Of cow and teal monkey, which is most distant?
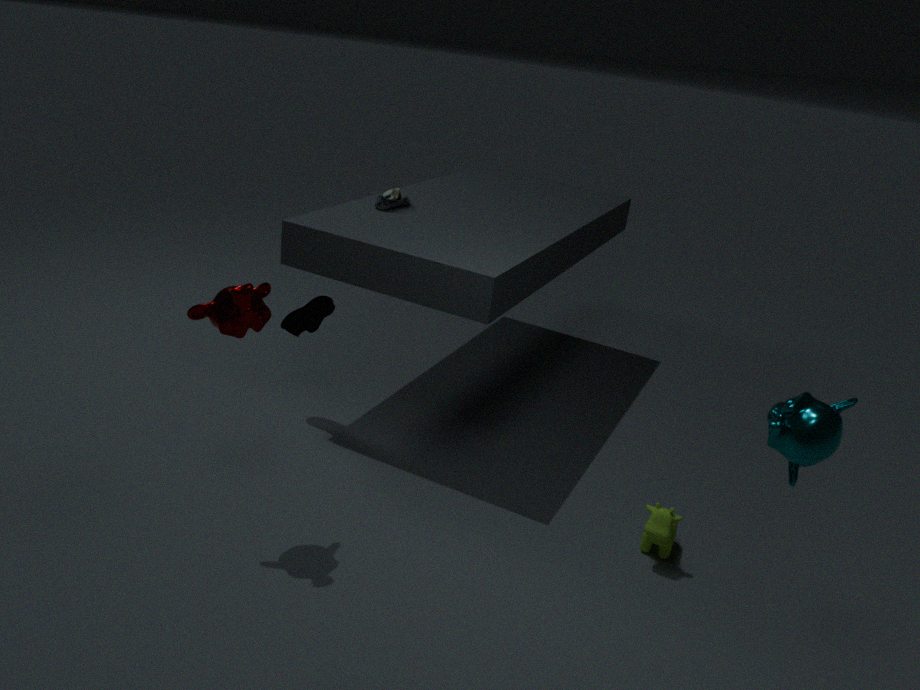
cow
